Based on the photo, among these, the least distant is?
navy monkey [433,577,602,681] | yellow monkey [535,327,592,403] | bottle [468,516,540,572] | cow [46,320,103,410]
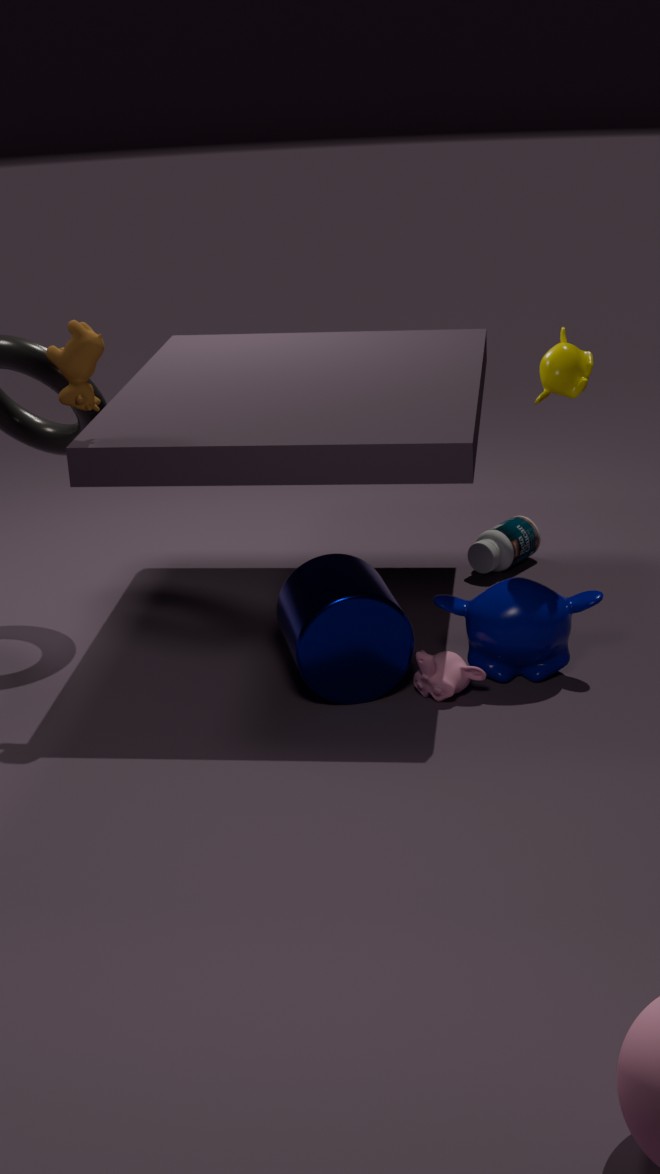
cow [46,320,103,410]
